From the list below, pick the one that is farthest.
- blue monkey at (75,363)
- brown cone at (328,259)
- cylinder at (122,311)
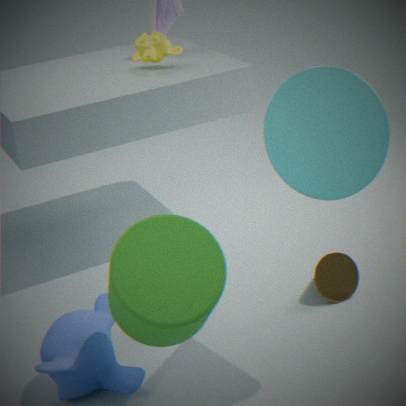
brown cone at (328,259)
